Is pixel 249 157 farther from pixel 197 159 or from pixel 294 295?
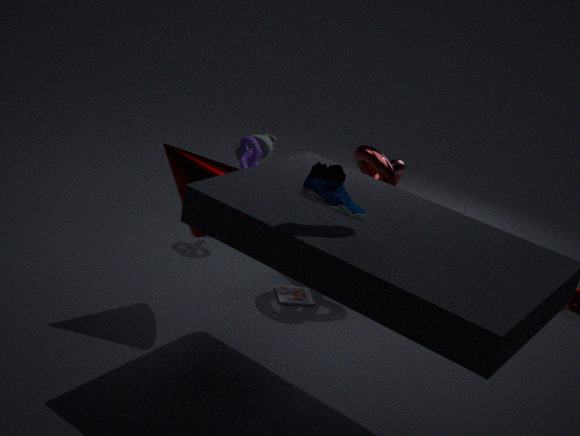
pixel 197 159
